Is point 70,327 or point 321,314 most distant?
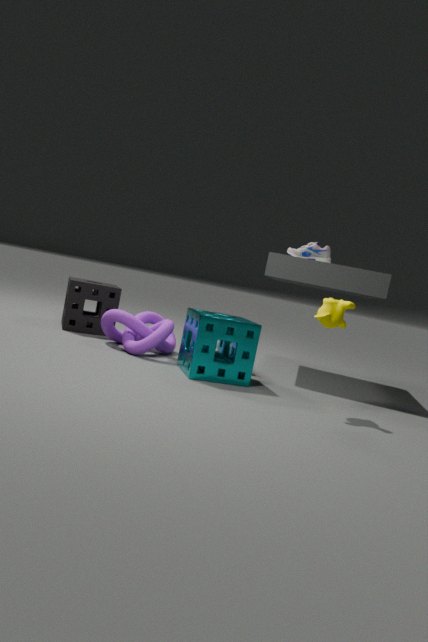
point 70,327
